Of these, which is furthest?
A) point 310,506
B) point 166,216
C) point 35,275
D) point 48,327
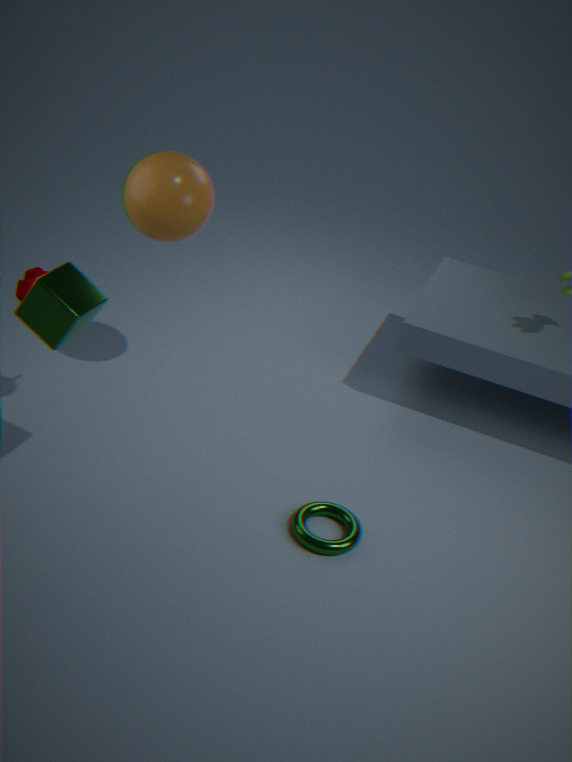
point 310,506
